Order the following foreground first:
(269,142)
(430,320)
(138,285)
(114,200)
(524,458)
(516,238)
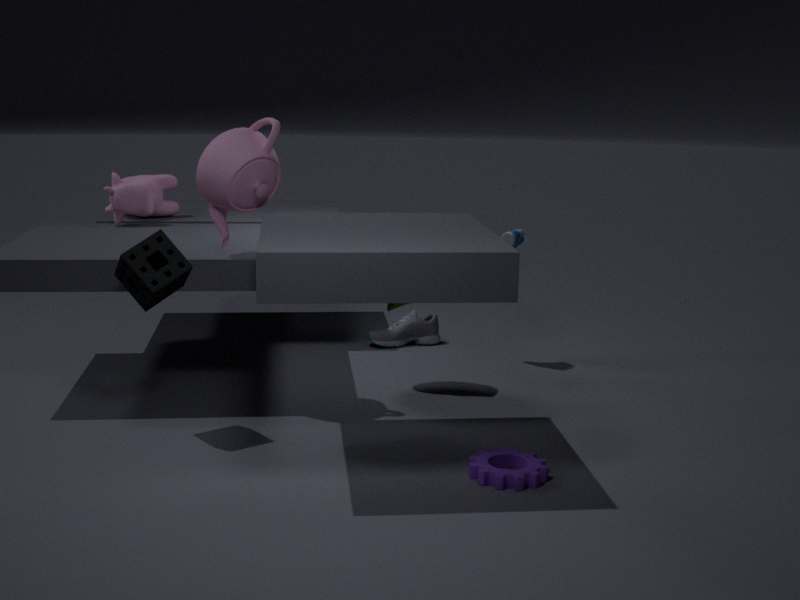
(524,458) < (138,285) < (269,142) < (516,238) < (114,200) < (430,320)
